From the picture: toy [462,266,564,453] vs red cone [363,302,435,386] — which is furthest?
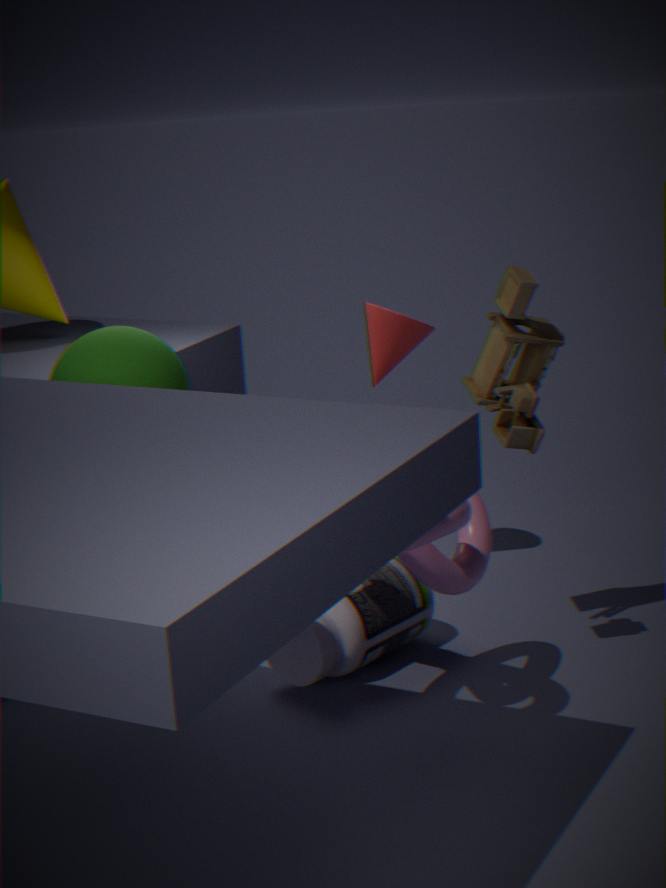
red cone [363,302,435,386]
